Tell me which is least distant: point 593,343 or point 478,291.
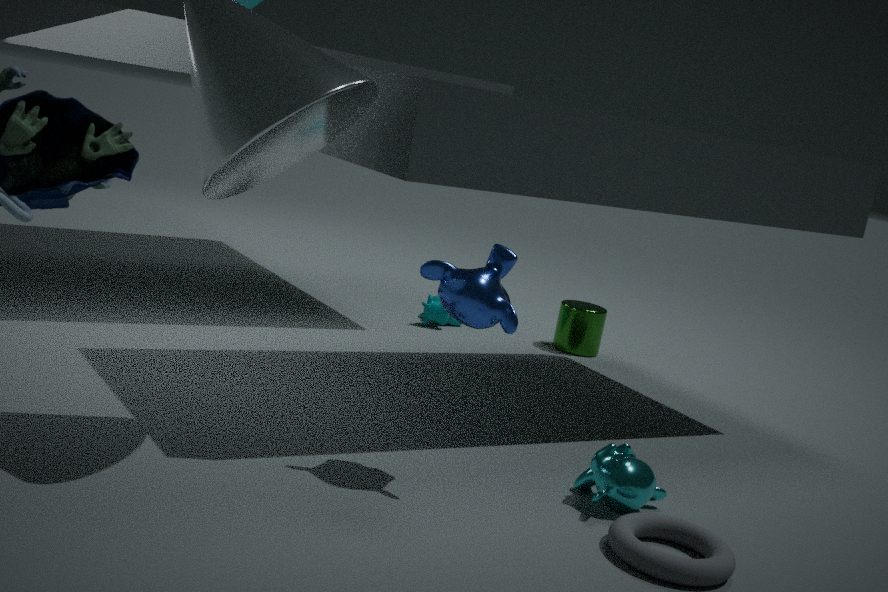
point 478,291
